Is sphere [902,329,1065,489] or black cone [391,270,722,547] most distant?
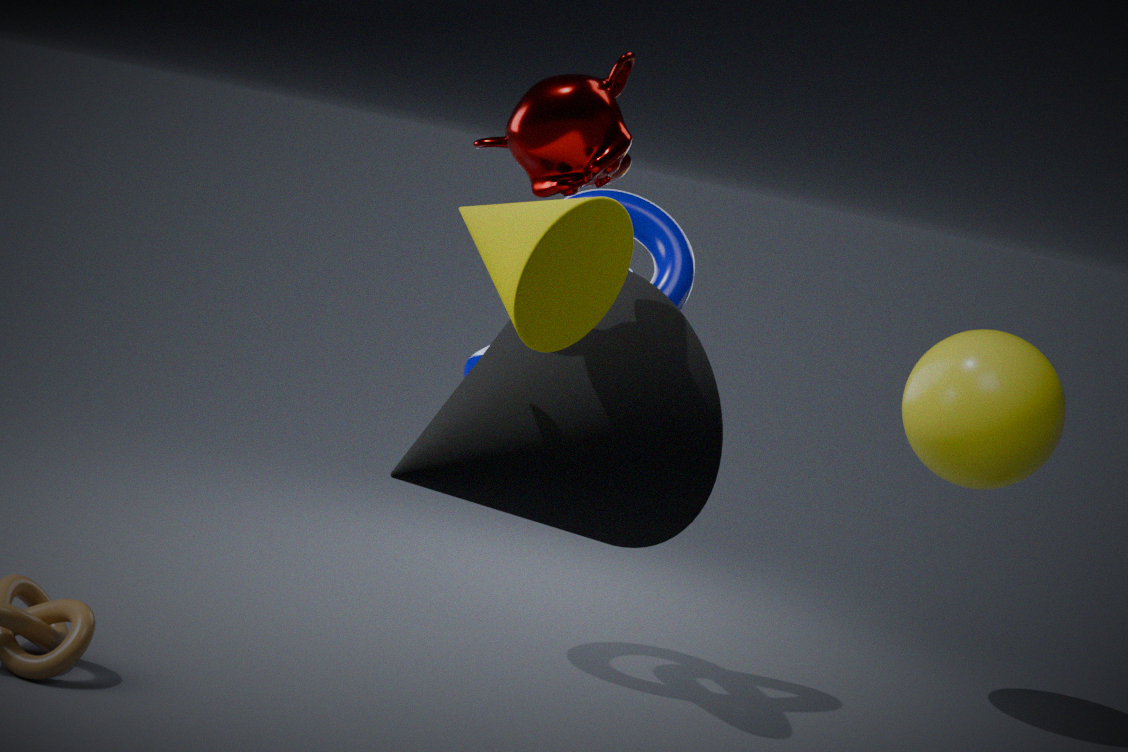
sphere [902,329,1065,489]
